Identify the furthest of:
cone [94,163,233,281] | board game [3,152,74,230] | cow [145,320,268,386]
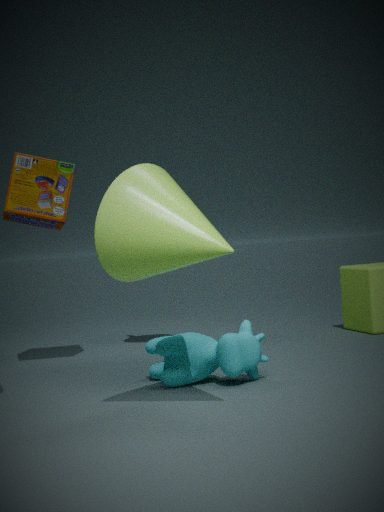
board game [3,152,74,230]
